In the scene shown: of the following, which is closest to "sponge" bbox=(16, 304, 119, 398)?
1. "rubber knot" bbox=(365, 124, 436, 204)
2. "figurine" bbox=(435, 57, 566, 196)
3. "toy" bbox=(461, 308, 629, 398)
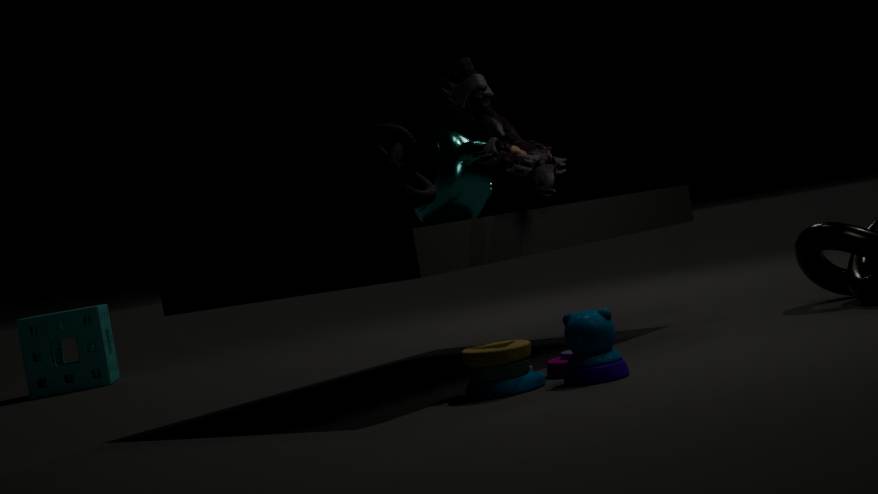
"rubber knot" bbox=(365, 124, 436, 204)
